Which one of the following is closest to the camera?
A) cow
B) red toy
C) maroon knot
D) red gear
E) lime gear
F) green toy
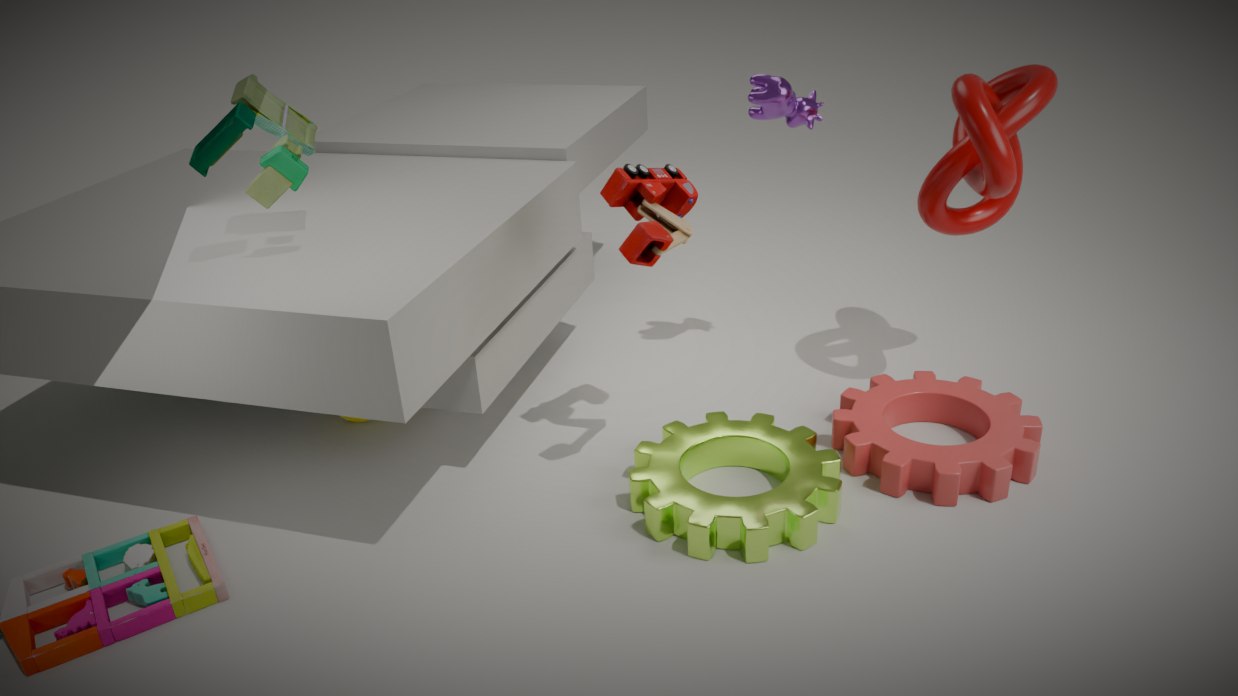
green toy
